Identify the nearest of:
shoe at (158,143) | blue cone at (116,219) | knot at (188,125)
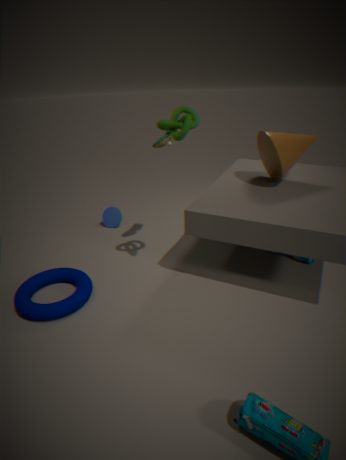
knot at (188,125)
